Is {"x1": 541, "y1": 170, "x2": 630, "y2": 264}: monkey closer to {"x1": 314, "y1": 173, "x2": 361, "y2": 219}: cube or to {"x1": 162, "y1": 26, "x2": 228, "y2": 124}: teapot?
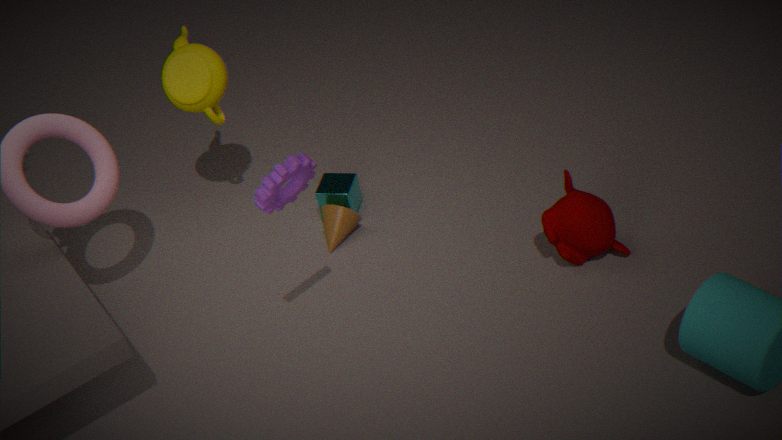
{"x1": 314, "y1": 173, "x2": 361, "y2": 219}: cube
